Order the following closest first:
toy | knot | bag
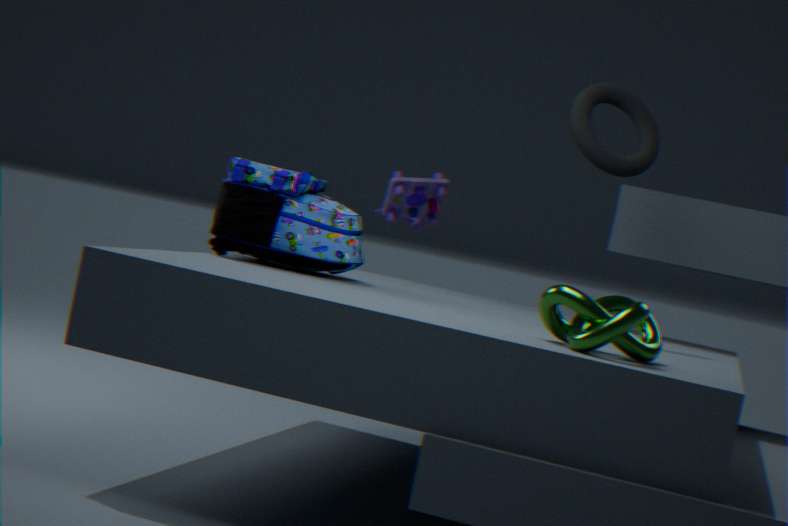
knot, bag, toy
